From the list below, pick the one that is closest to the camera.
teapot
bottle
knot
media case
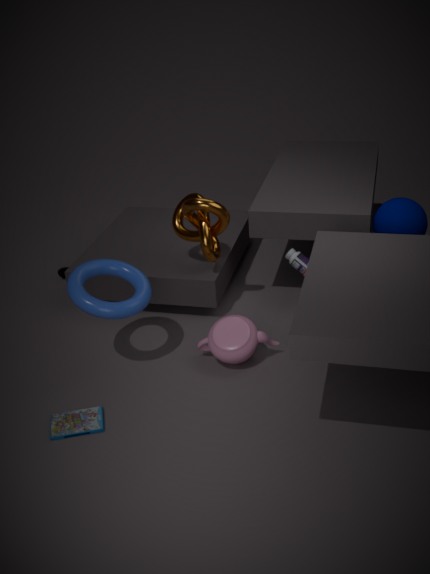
media case
